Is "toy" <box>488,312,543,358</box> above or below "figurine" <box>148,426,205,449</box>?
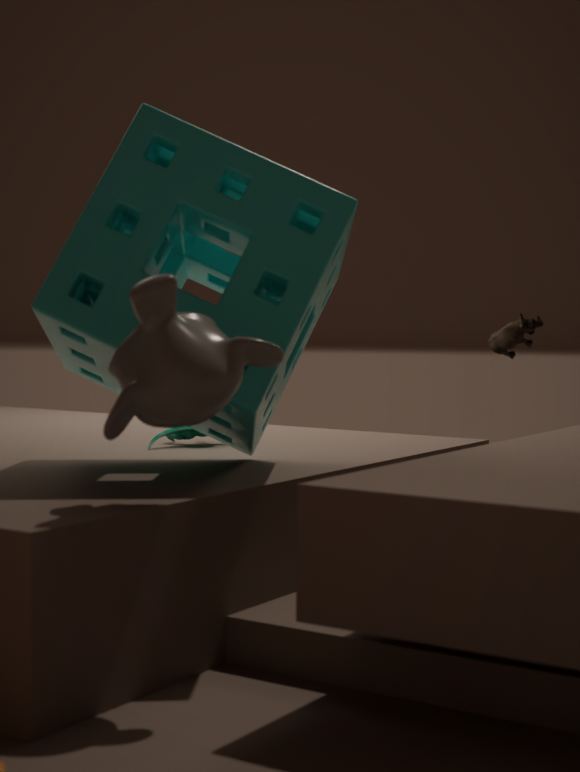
above
